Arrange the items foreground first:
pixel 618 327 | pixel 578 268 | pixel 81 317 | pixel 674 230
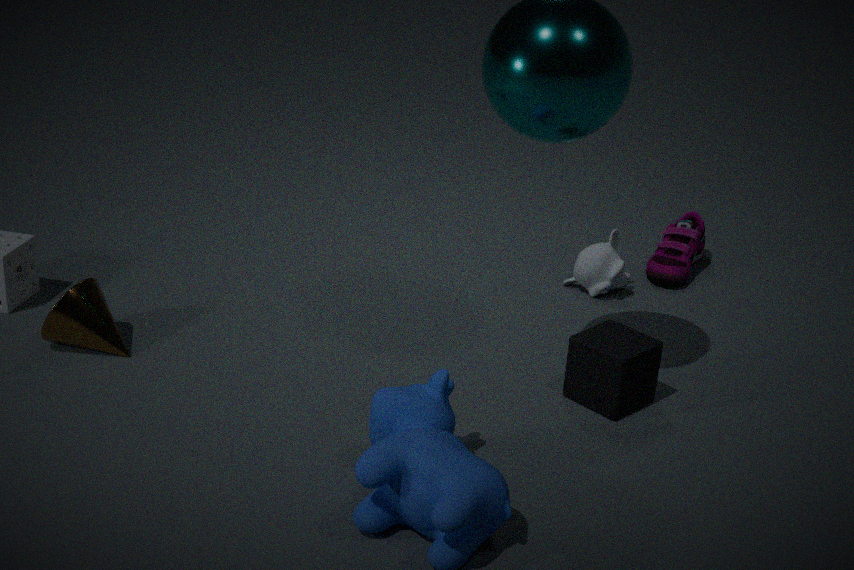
1. pixel 618 327
2. pixel 81 317
3. pixel 578 268
4. pixel 674 230
